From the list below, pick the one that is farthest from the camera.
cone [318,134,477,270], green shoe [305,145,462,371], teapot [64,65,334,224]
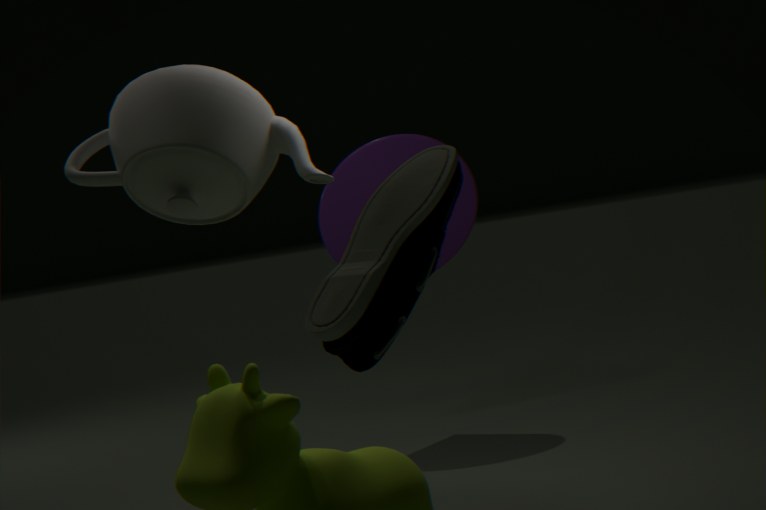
cone [318,134,477,270]
